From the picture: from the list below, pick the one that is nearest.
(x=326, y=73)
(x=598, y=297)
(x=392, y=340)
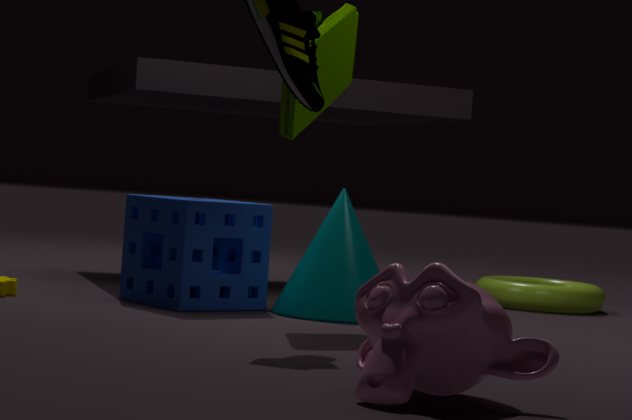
(x=392, y=340)
